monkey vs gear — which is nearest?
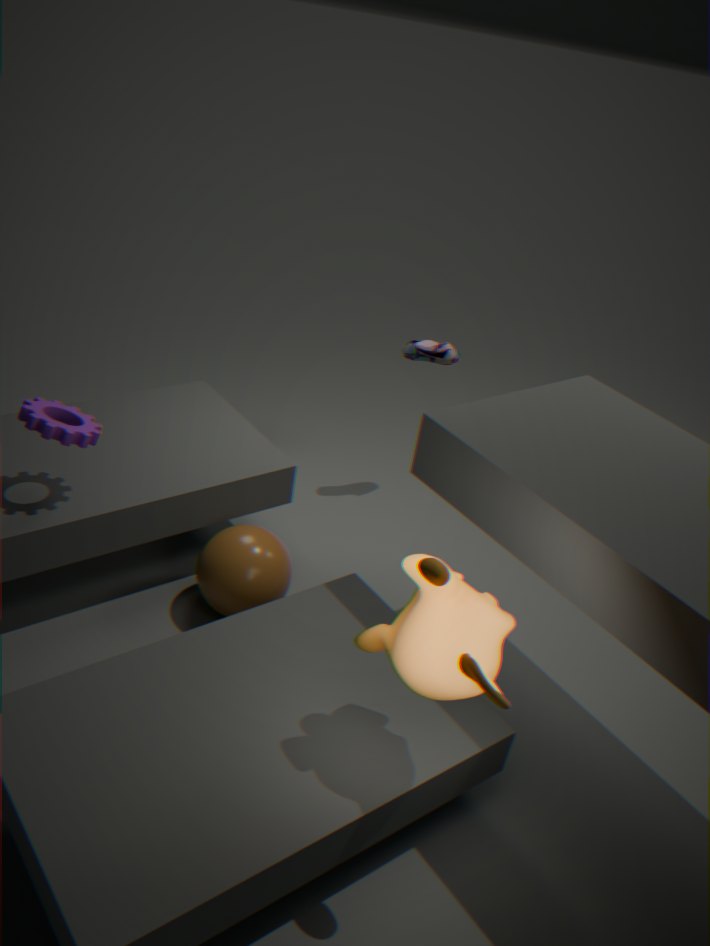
monkey
